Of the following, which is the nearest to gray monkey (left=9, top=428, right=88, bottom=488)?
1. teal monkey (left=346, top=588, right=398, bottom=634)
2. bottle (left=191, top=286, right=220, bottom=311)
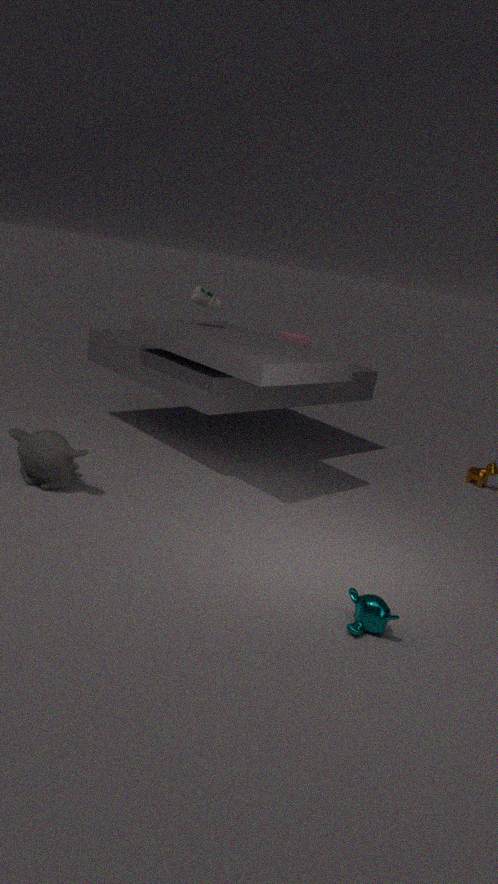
bottle (left=191, top=286, right=220, bottom=311)
